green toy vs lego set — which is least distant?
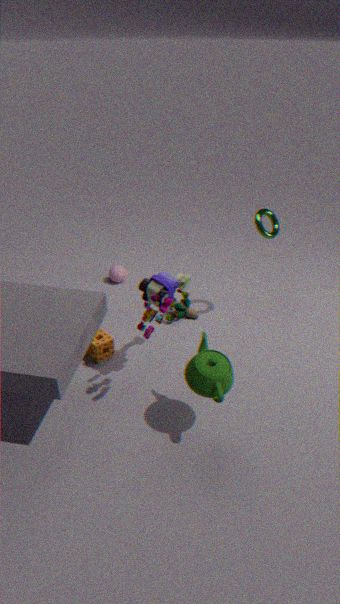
lego set
